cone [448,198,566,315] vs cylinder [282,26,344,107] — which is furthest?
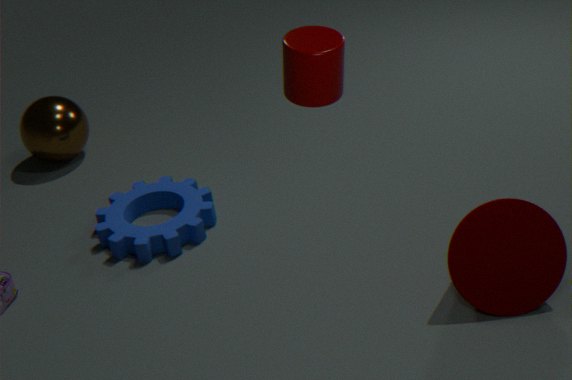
cone [448,198,566,315]
